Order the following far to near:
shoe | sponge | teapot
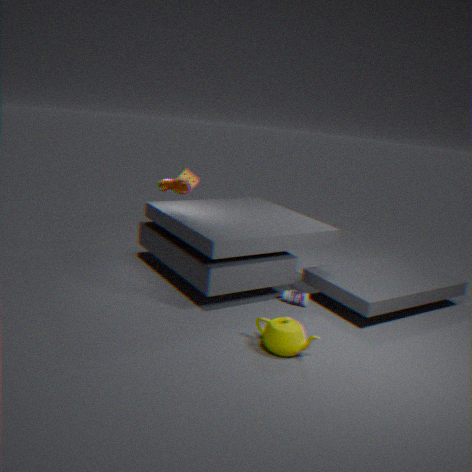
1. sponge
2. shoe
3. teapot
